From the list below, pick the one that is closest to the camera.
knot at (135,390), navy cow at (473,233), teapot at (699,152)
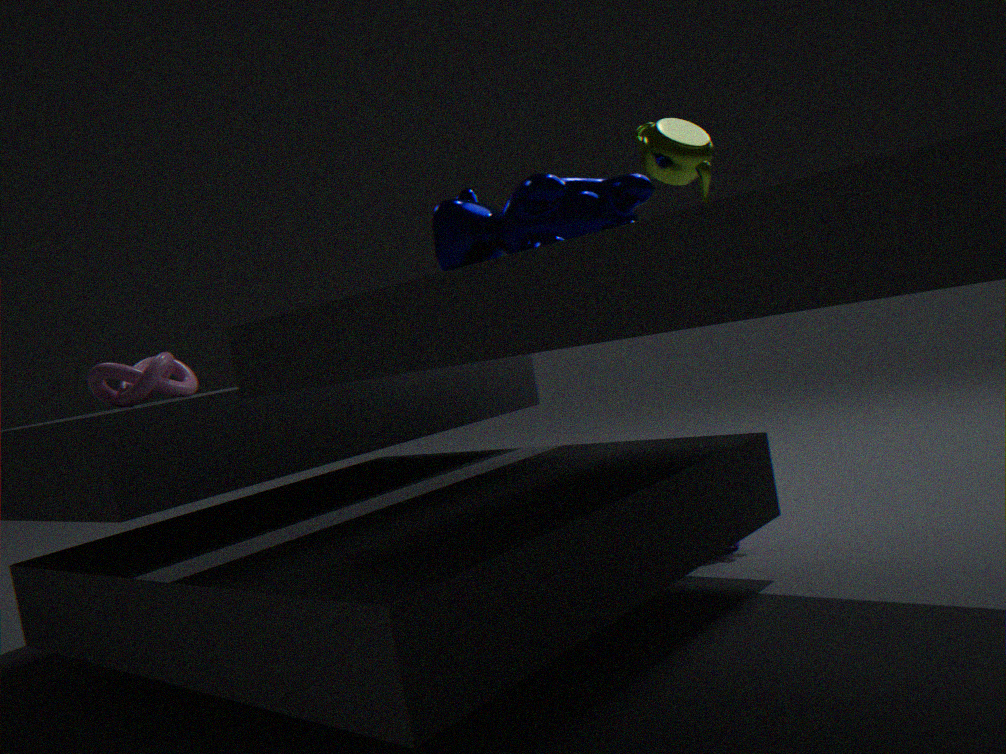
navy cow at (473,233)
